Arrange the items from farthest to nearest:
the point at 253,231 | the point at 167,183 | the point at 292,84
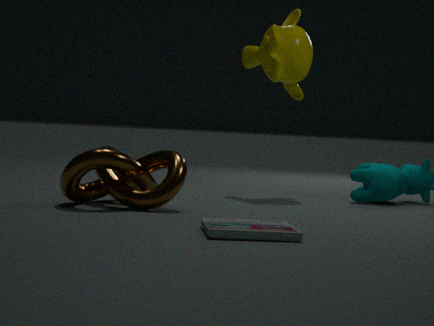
1. the point at 292,84
2. the point at 167,183
3. the point at 253,231
